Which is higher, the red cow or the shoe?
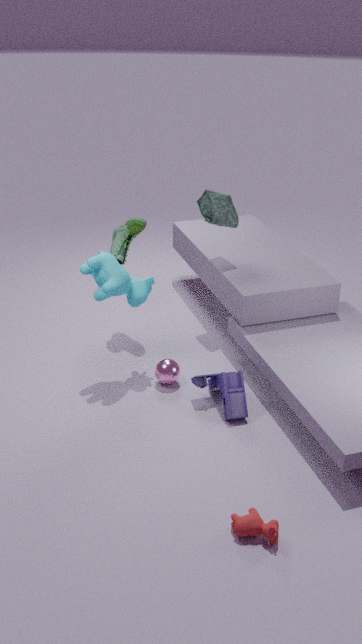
the shoe
